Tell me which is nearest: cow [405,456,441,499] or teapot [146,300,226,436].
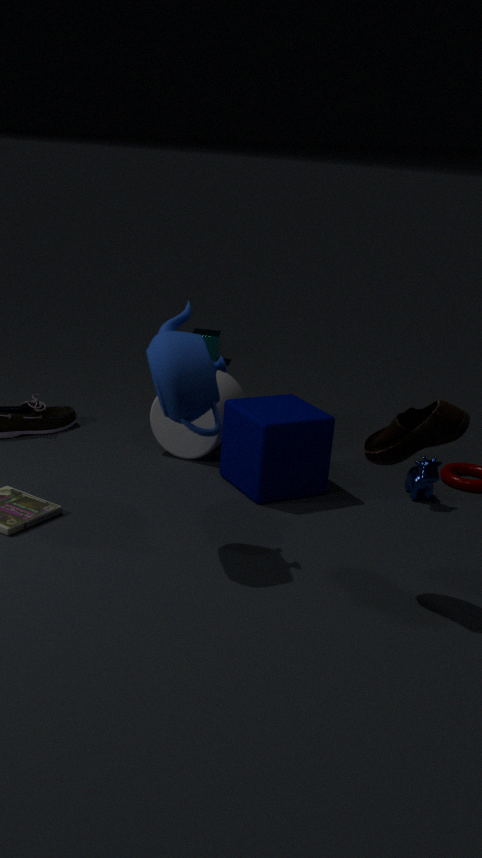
teapot [146,300,226,436]
